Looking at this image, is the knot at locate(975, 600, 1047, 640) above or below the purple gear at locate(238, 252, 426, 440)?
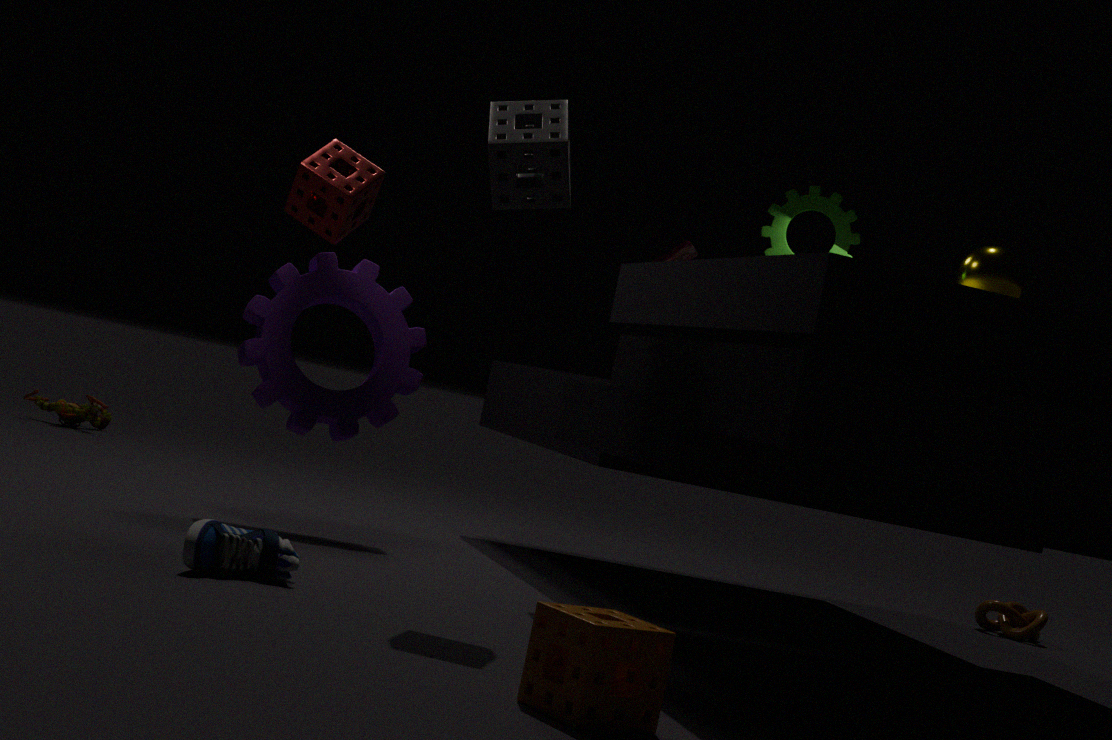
below
